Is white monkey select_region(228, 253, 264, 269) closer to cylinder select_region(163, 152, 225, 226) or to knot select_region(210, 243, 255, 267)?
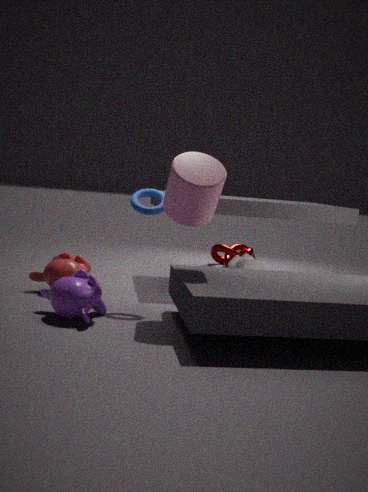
knot select_region(210, 243, 255, 267)
